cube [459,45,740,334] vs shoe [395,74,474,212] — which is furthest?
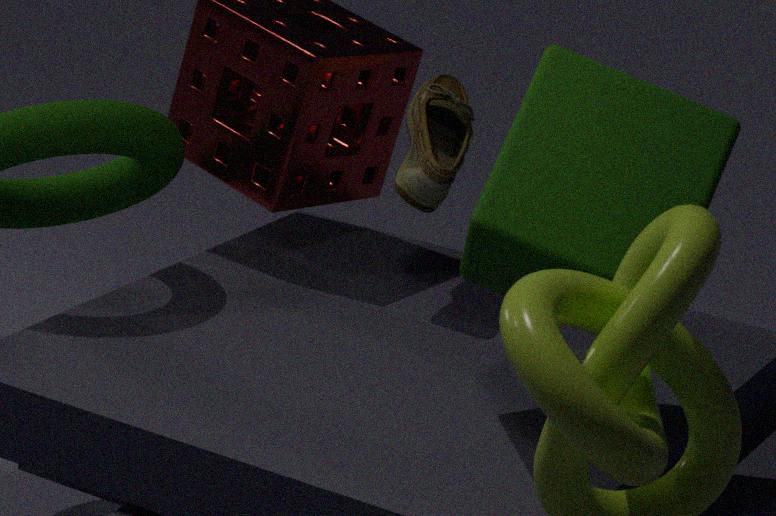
shoe [395,74,474,212]
